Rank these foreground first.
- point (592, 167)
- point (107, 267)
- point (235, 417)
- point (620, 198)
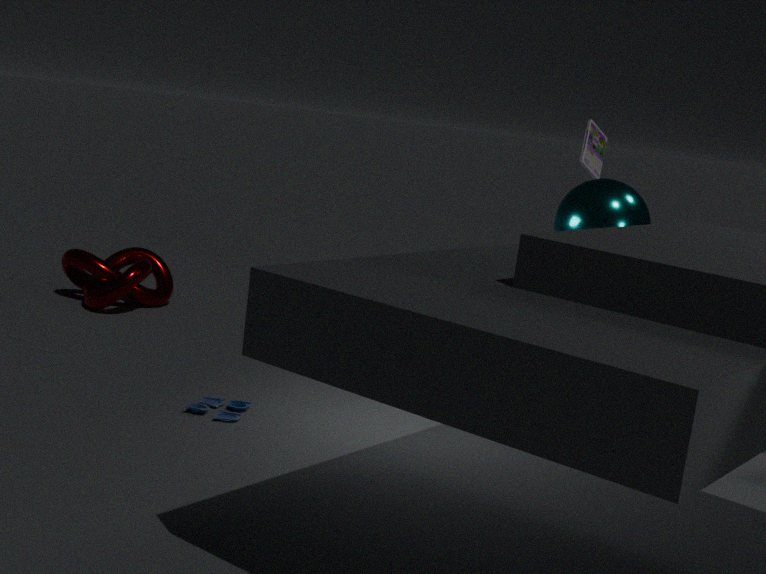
point (235, 417) → point (620, 198) → point (592, 167) → point (107, 267)
